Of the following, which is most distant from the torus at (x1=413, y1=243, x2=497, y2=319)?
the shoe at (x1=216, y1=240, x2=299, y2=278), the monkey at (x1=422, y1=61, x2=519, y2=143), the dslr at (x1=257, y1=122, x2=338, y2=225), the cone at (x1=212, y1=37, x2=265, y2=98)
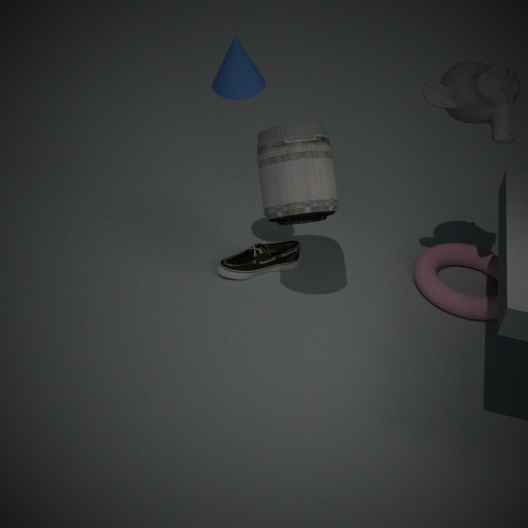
the cone at (x1=212, y1=37, x2=265, y2=98)
